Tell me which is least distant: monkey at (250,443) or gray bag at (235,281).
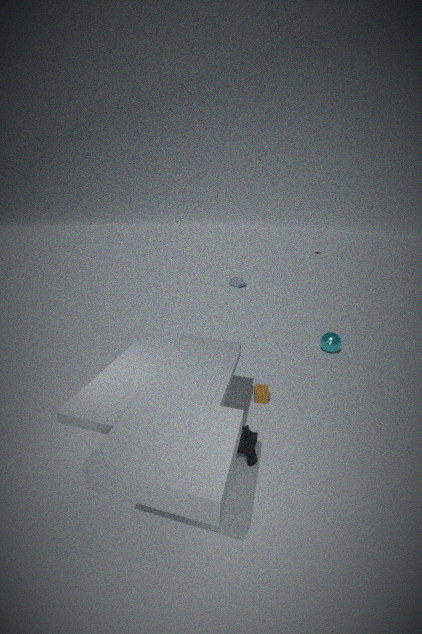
monkey at (250,443)
